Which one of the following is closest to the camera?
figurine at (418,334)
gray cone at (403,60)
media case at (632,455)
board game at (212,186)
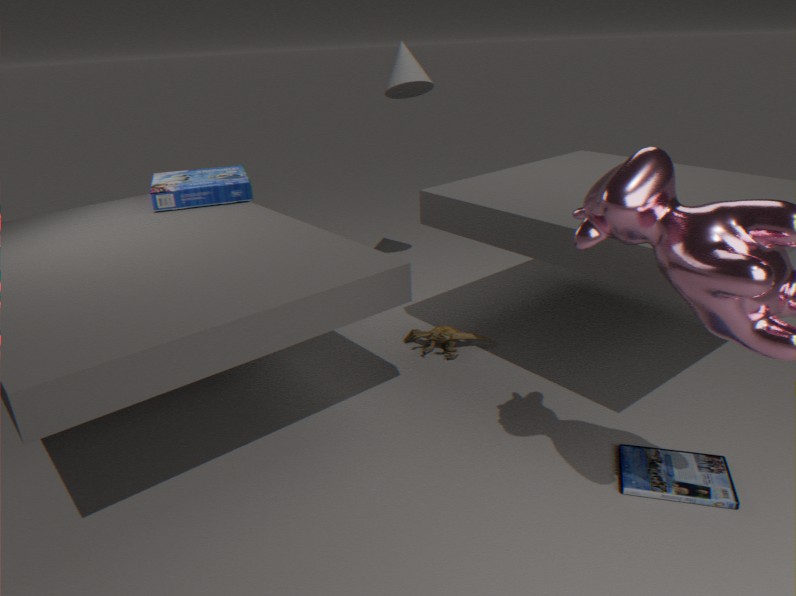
media case at (632,455)
